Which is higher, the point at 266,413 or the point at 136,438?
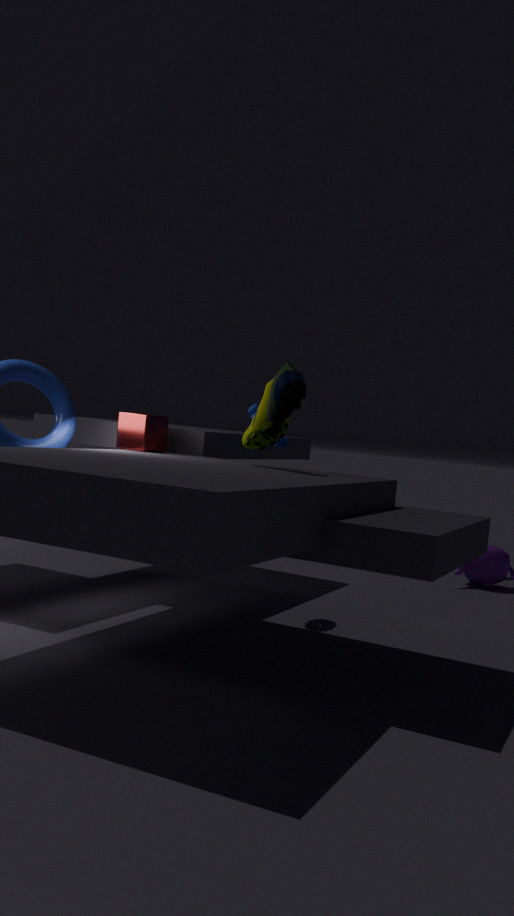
the point at 266,413
